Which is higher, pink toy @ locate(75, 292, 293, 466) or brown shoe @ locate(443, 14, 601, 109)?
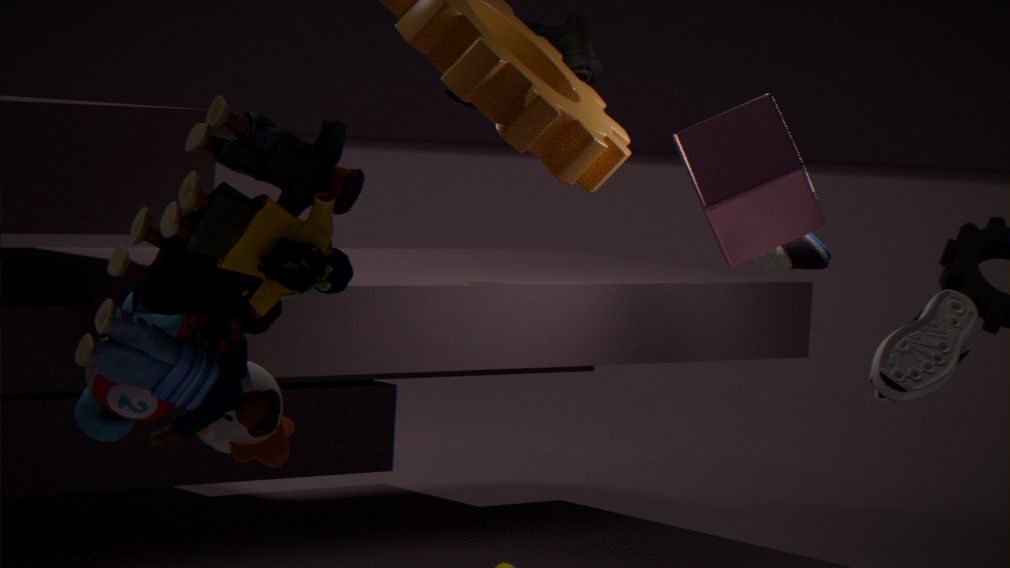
brown shoe @ locate(443, 14, 601, 109)
